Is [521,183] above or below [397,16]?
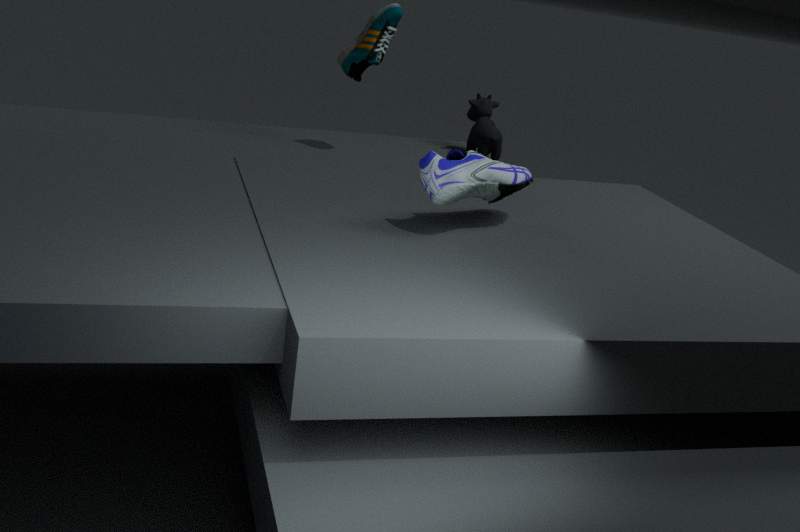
below
